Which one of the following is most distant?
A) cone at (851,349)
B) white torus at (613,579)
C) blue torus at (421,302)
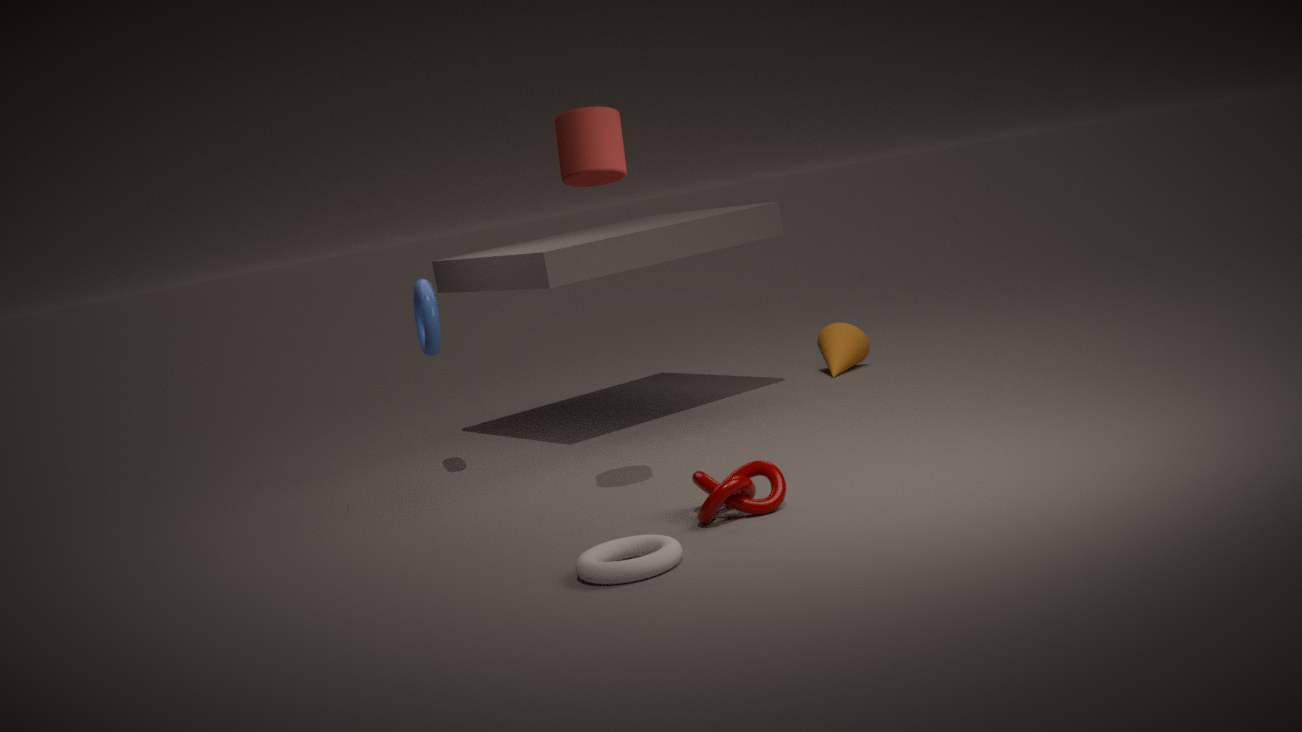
cone at (851,349)
